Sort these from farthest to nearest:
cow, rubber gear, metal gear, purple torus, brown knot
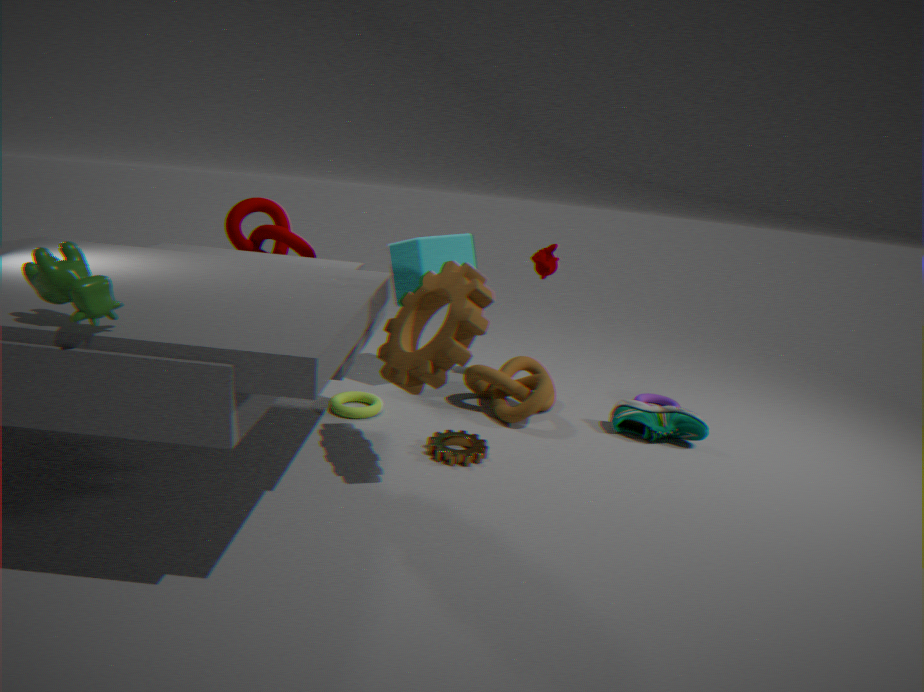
purple torus < brown knot < metal gear < rubber gear < cow
